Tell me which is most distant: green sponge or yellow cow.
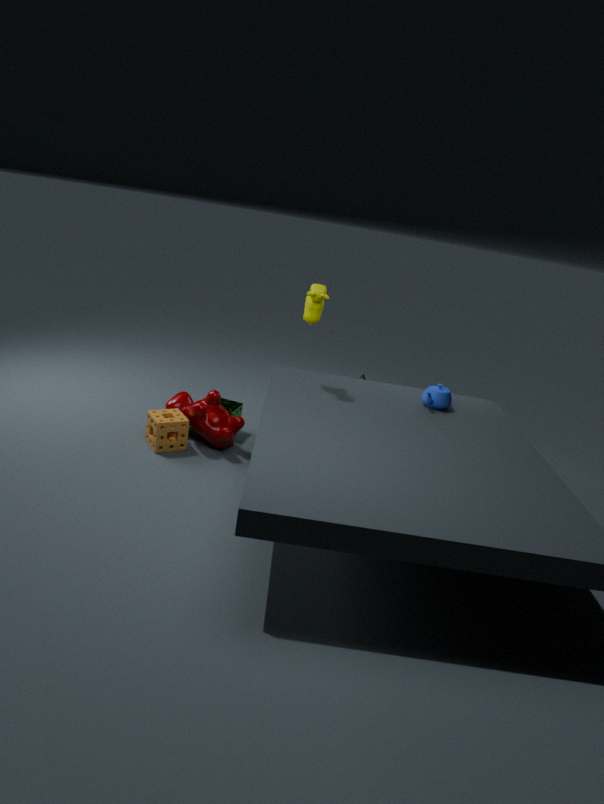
green sponge
